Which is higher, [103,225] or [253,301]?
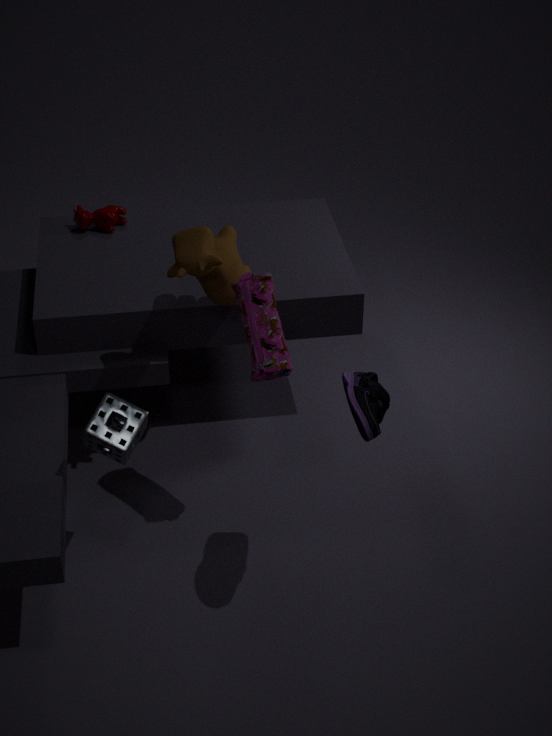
[253,301]
